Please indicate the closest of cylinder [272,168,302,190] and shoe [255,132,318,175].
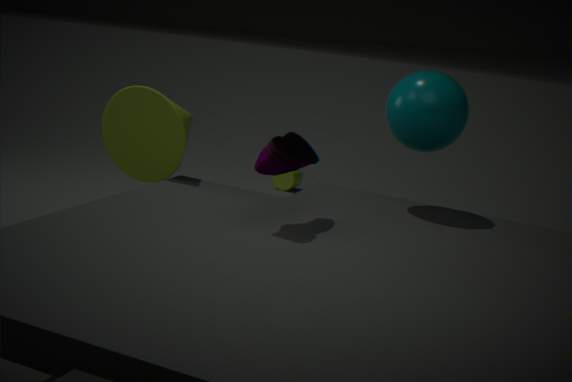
shoe [255,132,318,175]
